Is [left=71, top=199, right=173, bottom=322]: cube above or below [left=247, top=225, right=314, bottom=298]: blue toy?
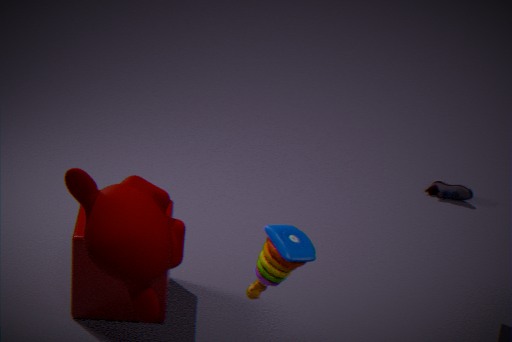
below
